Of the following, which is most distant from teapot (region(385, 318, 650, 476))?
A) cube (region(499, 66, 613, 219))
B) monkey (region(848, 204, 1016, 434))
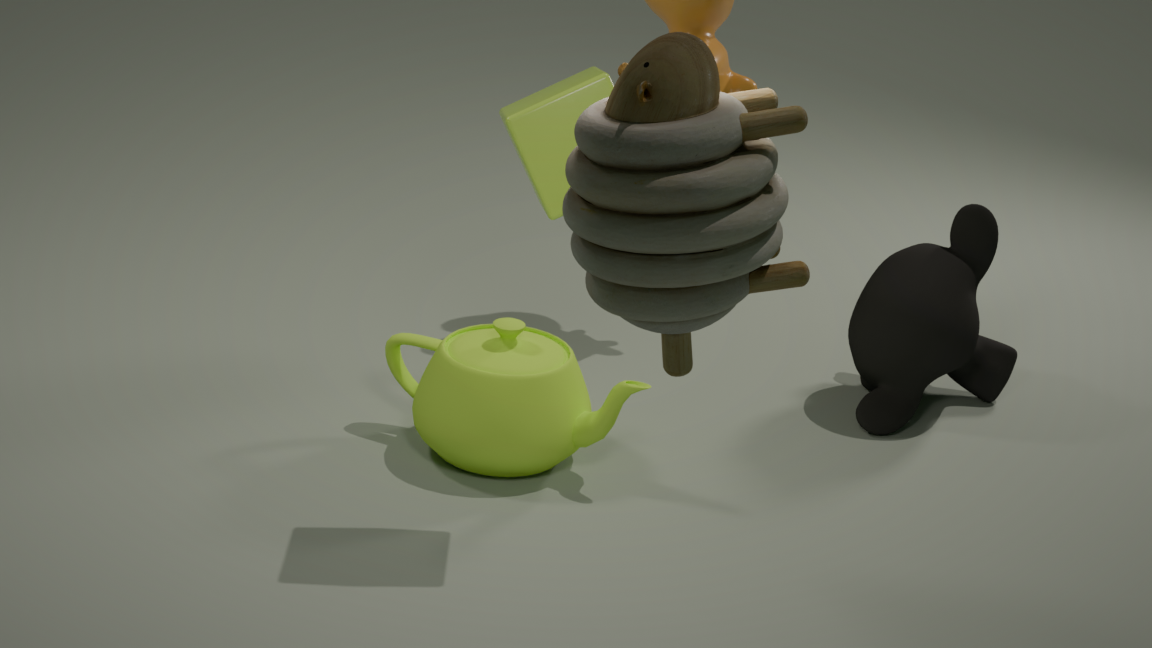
monkey (region(848, 204, 1016, 434))
